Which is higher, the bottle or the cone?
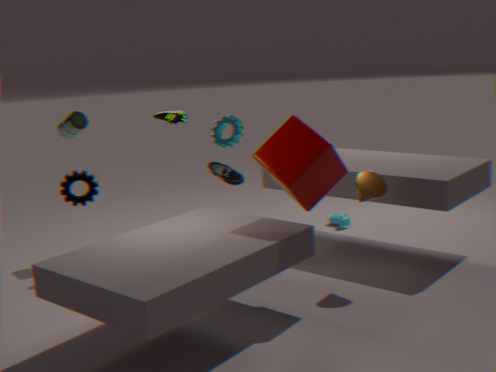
the bottle
